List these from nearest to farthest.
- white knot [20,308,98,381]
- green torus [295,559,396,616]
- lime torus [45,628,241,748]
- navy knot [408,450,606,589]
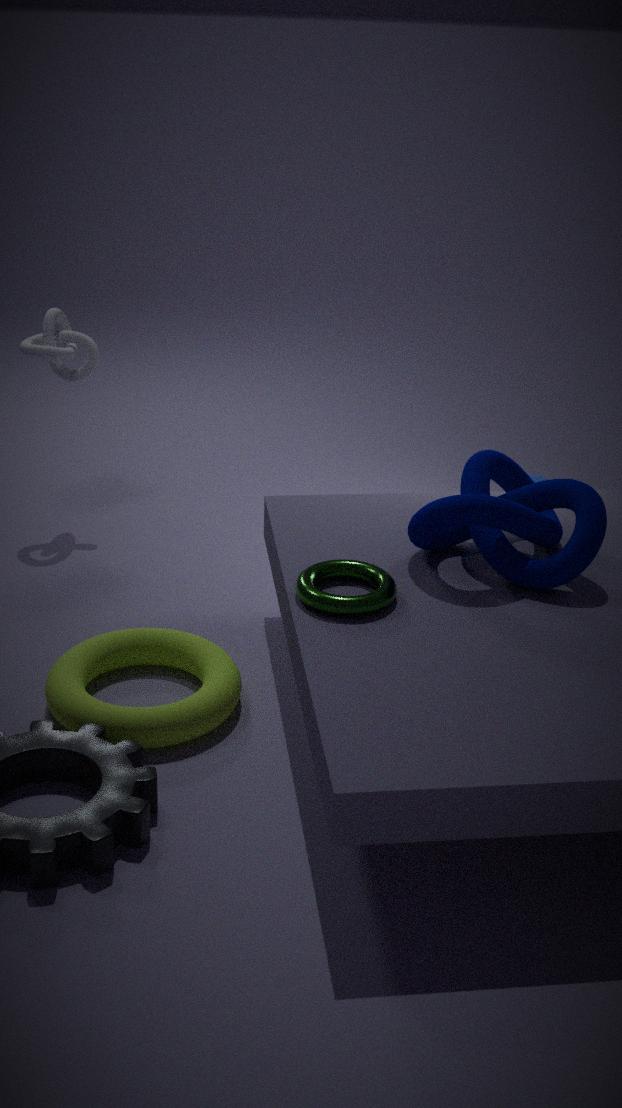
green torus [295,559,396,616] < lime torus [45,628,241,748] < navy knot [408,450,606,589] < white knot [20,308,98,381]
